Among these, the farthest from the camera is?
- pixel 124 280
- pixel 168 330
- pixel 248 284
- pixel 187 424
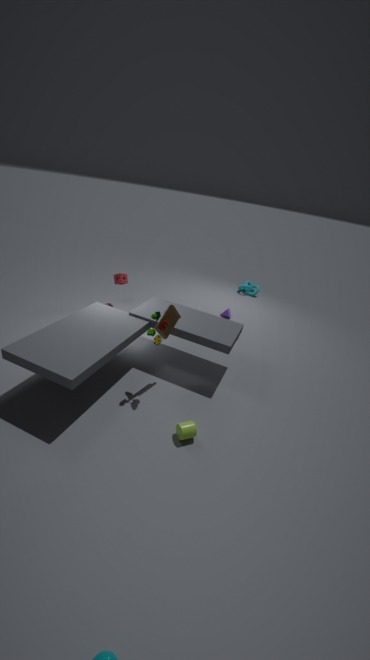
pixel 248 284
